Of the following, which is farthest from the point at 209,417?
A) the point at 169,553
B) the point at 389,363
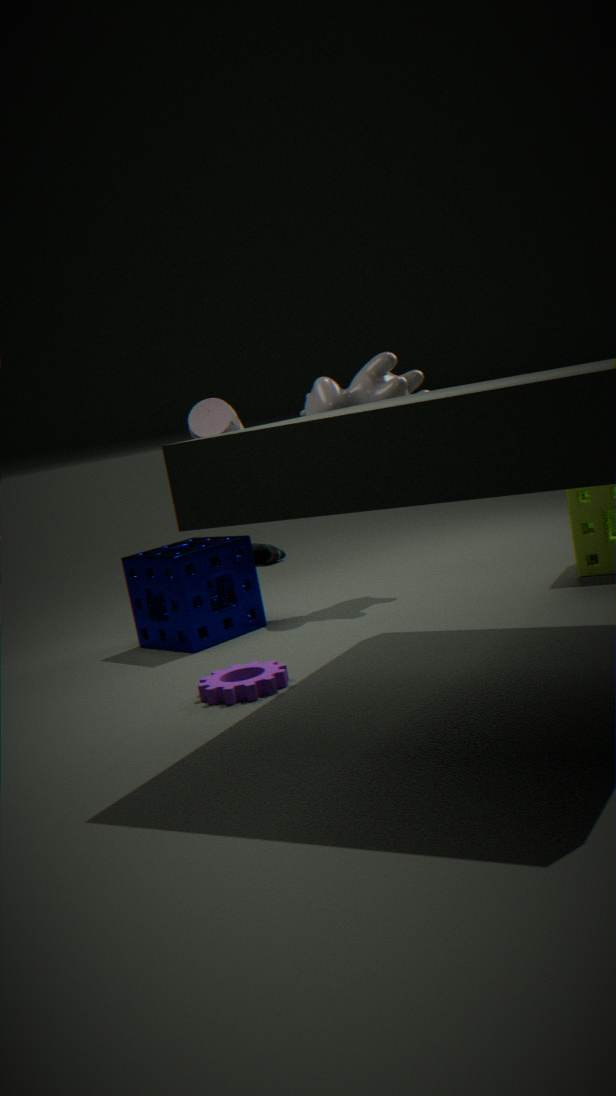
the point at 169,553
